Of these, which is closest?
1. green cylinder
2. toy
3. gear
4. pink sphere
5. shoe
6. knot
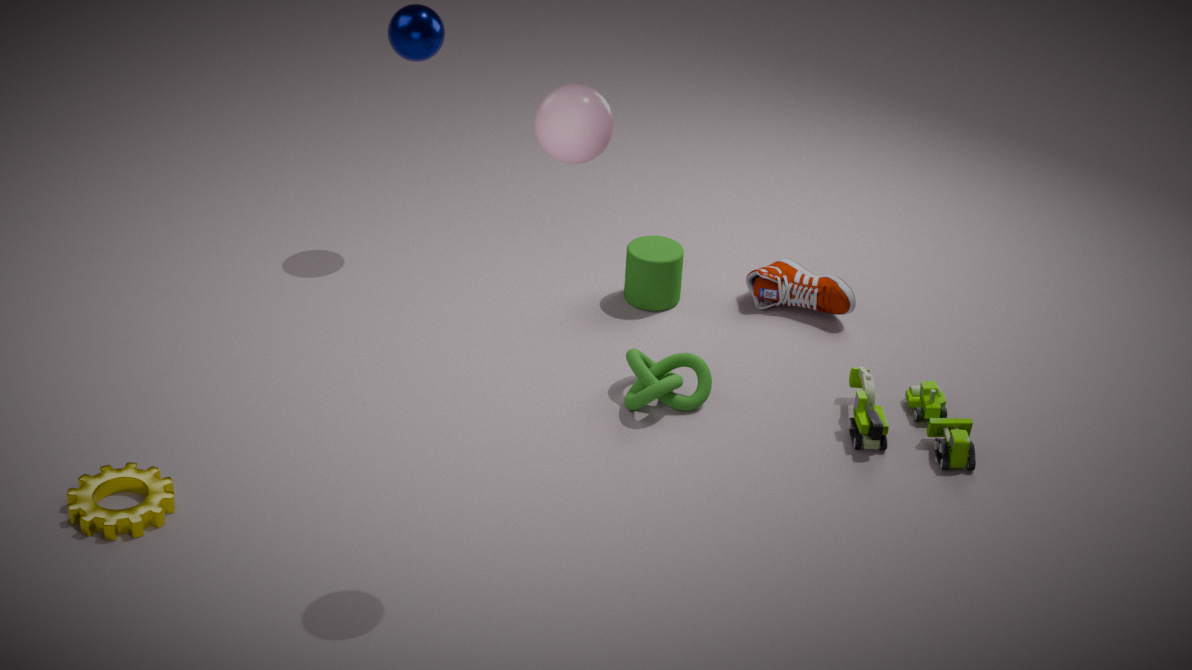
pink sphere
